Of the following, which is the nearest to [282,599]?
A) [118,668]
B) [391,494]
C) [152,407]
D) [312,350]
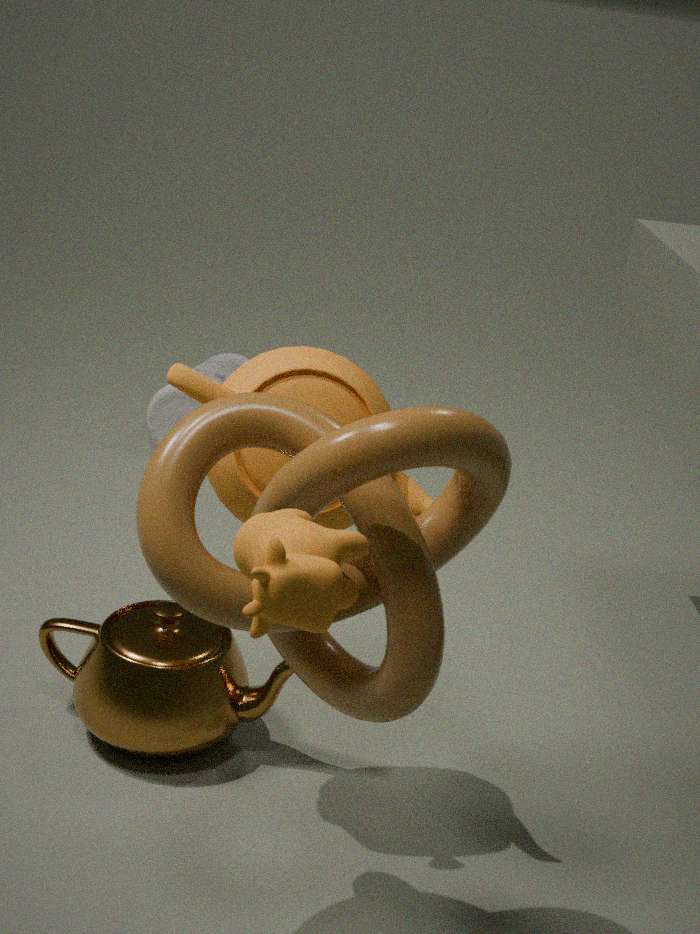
[391,494]
